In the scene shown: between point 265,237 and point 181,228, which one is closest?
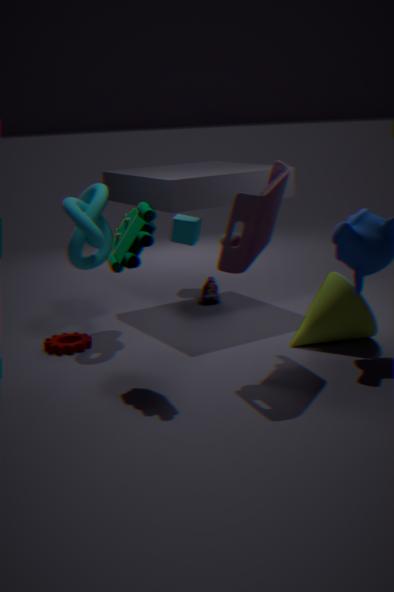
point 265,237
